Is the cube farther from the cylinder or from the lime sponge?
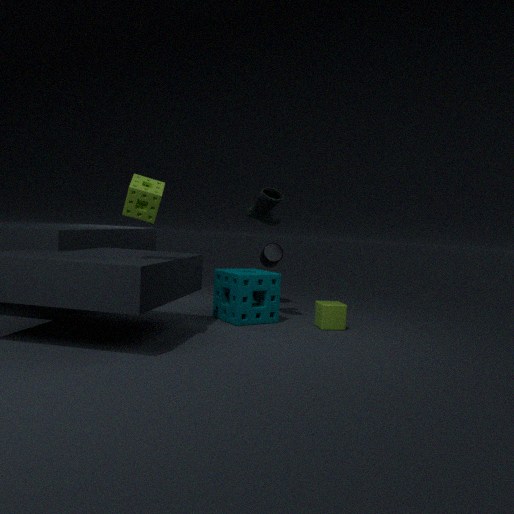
the lime sponge
